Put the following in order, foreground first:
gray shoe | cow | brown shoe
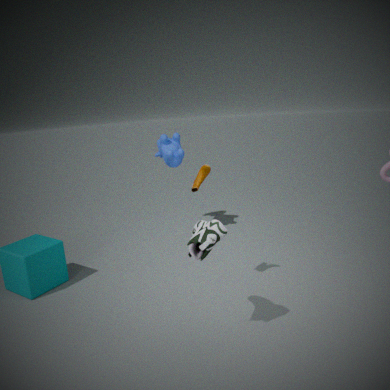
gray shoe, brown shoe, cow
